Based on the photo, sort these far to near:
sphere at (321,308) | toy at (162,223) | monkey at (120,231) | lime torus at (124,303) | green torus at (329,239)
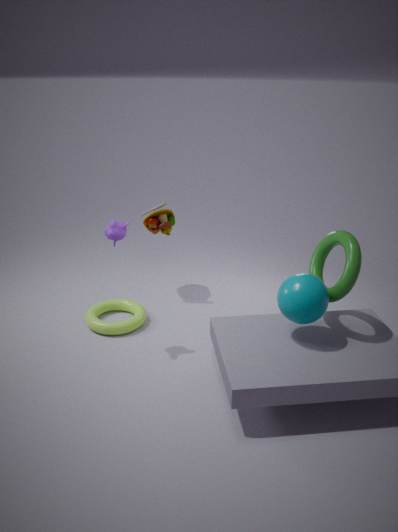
toy at (162,223) → lime torus at (124,303) → monkey at (120,231) → green torus at (329,239) → sphere at (321,308)
